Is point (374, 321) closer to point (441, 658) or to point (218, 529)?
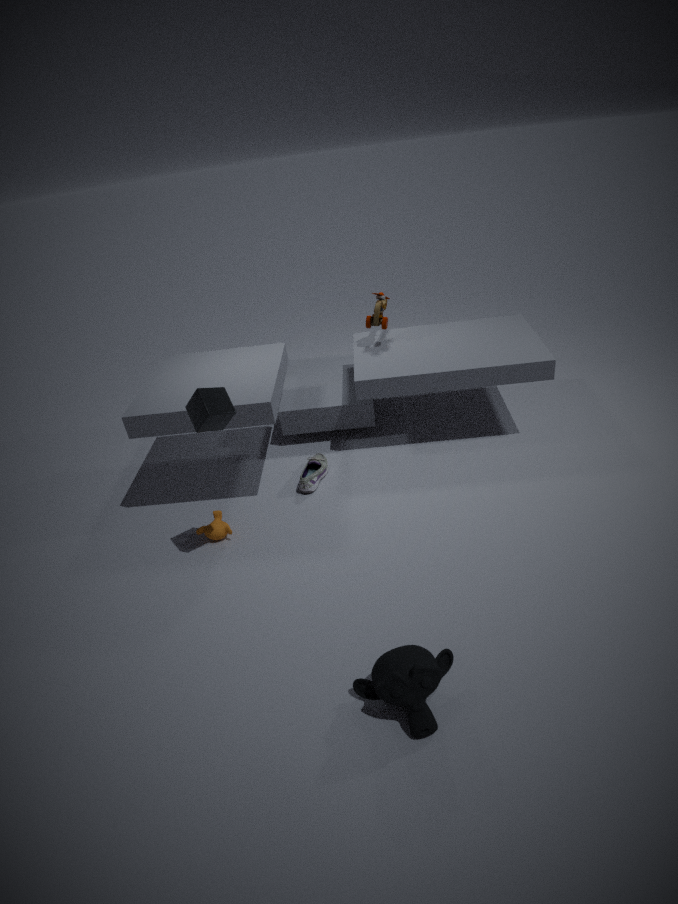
point (218, 529)
